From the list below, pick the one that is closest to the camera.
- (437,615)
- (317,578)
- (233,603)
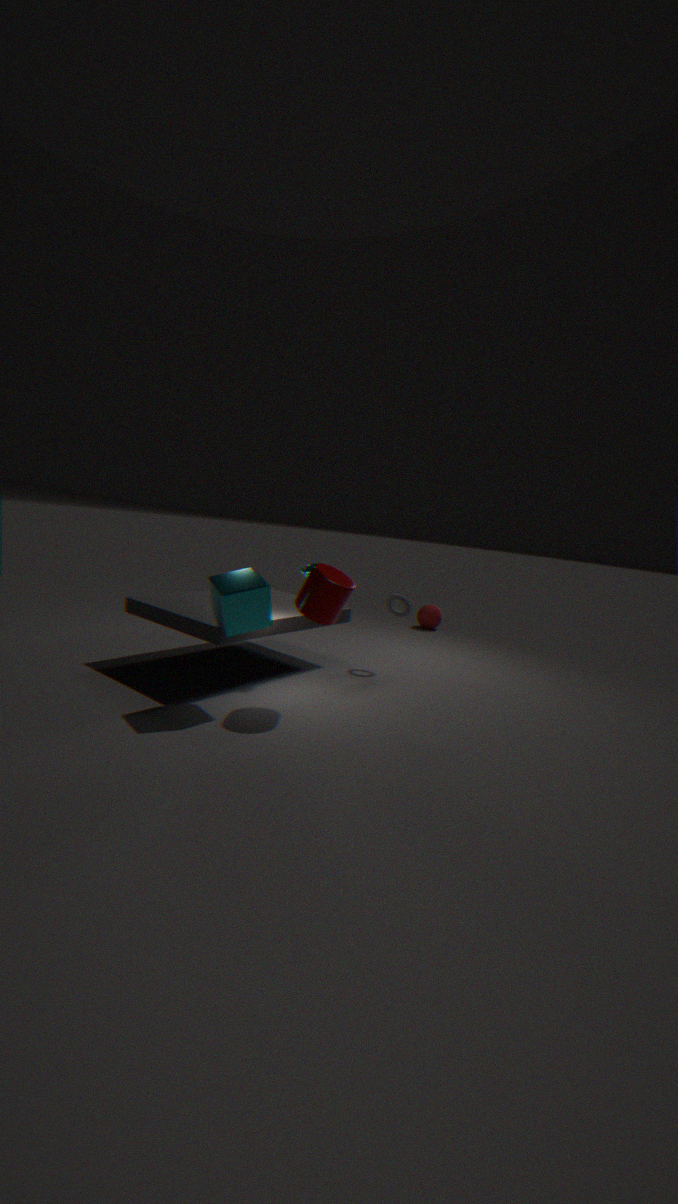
(233,603)
